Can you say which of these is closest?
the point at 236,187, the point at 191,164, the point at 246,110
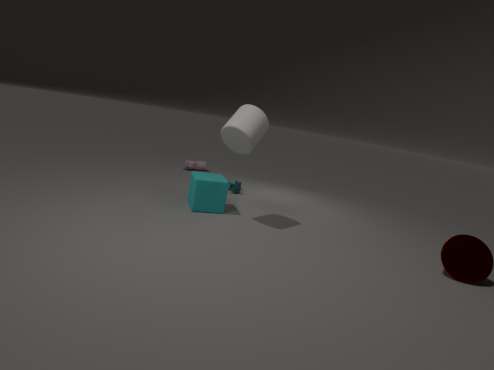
the point at 246,110
